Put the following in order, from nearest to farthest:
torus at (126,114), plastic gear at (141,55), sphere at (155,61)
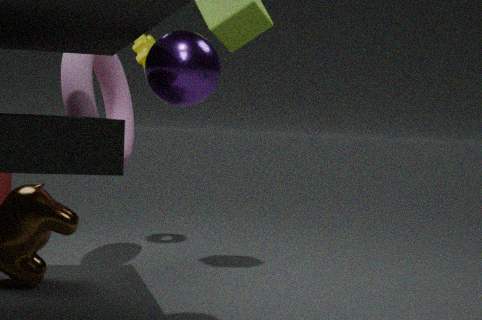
sphere at (155,61)
torus at (126,114)
plastic gear at (141,55)
